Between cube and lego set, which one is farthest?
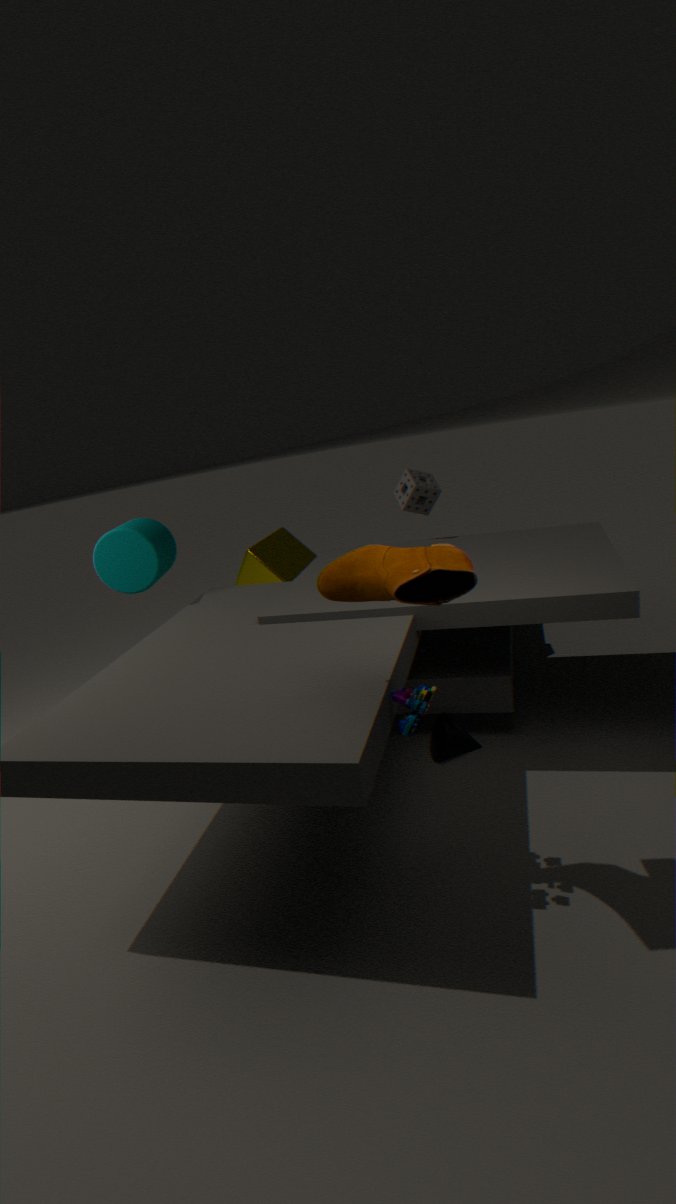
cube
